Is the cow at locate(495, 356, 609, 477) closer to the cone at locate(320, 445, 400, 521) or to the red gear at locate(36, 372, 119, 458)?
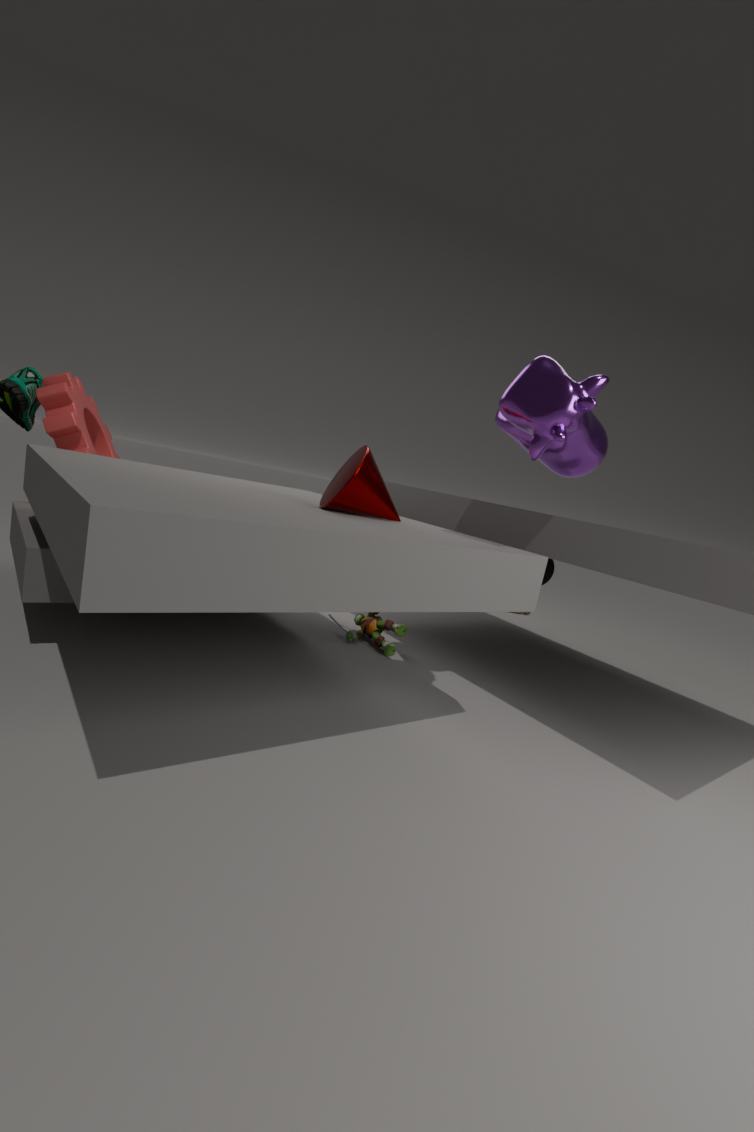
the cone at locate(320, 445, 400, 521)
